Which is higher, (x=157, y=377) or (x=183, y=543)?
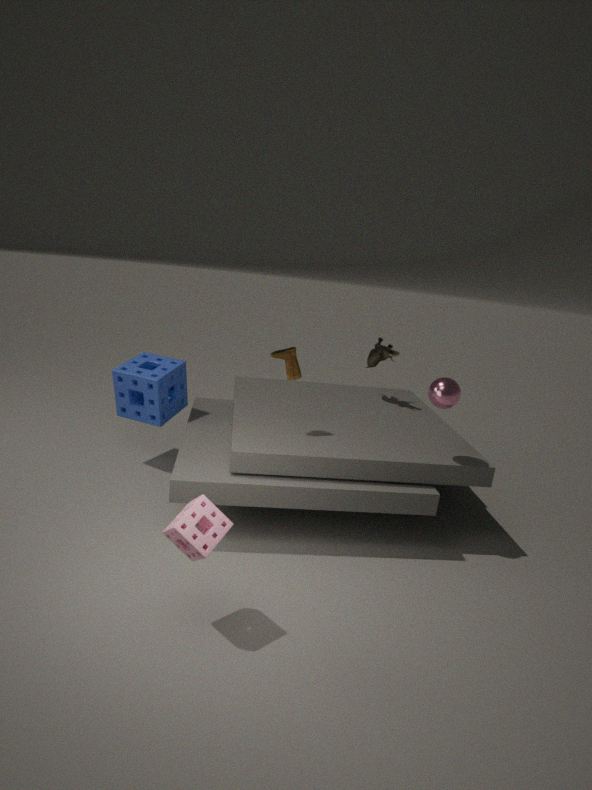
(x=157, y=377)
